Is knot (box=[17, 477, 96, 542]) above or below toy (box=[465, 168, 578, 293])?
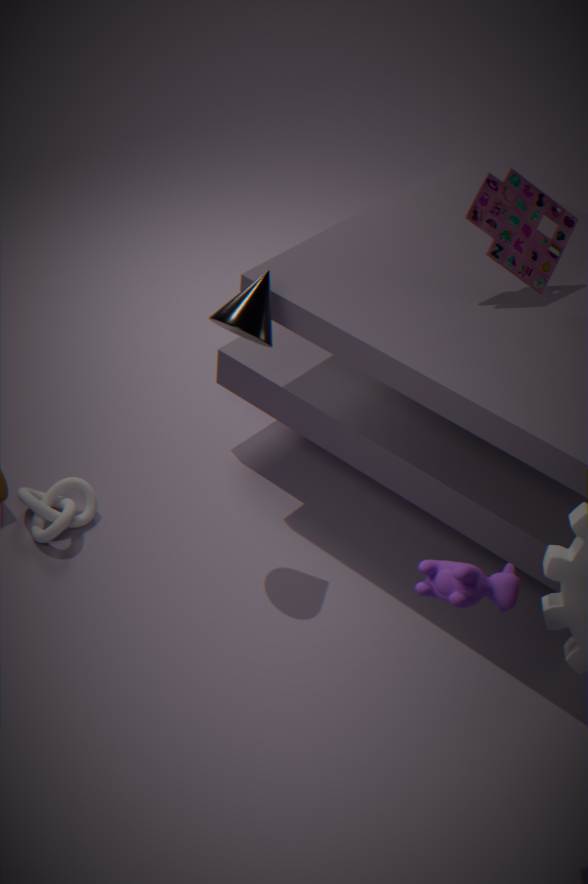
below
